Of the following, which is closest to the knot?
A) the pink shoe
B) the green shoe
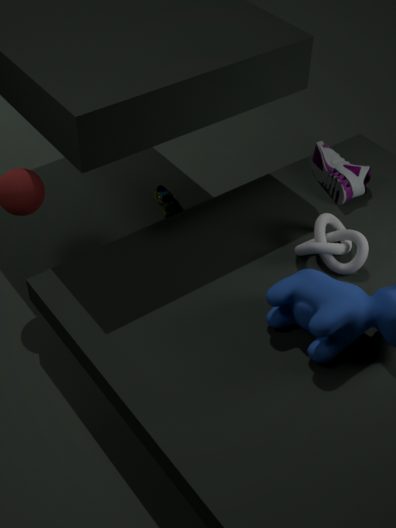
the pink shoe
